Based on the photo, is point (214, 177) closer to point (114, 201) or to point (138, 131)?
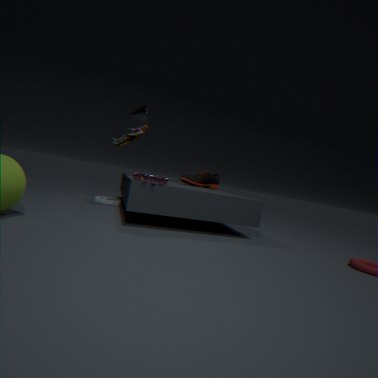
point (138, 131)
